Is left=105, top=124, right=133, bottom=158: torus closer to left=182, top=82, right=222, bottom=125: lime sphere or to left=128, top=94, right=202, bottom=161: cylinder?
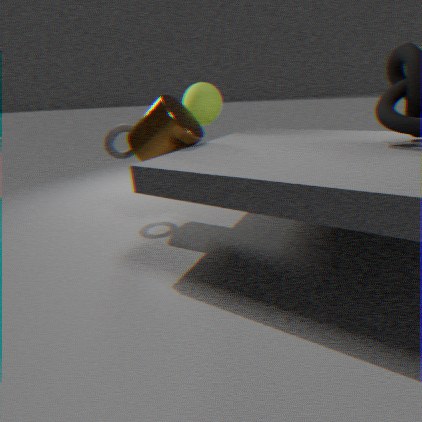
left=128, top=94, right=202, bottom=161: cylinder
